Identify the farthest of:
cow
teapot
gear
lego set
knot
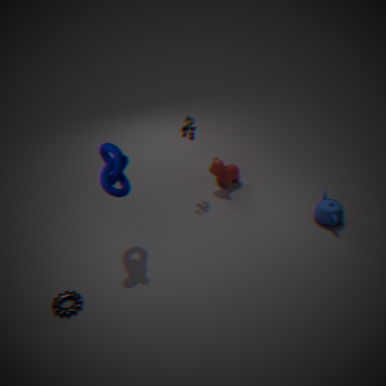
cow
